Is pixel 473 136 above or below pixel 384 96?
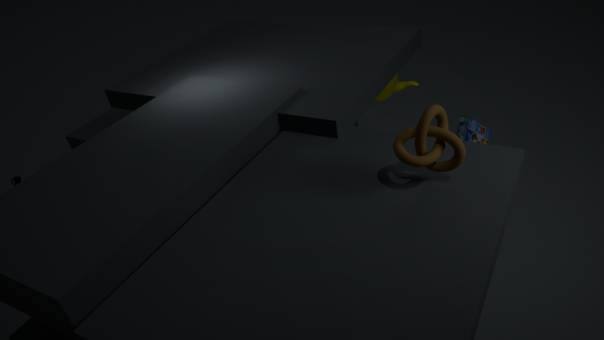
below
